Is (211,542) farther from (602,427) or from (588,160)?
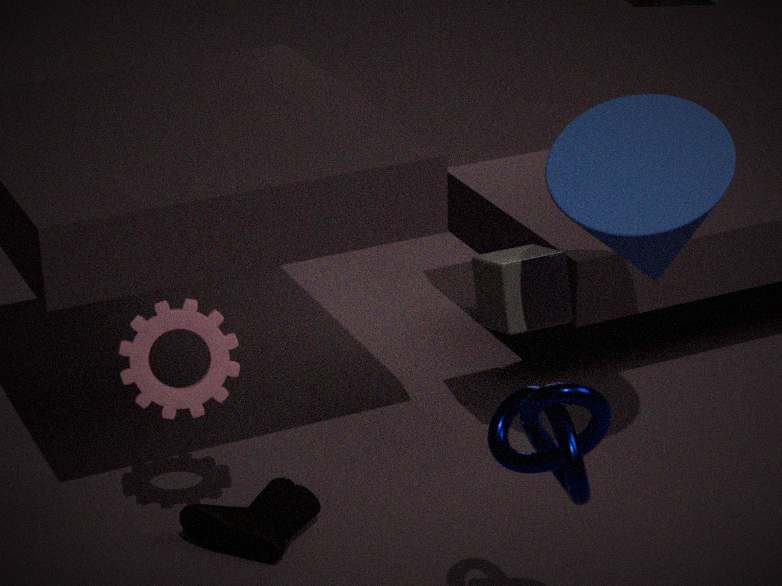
(588,160)
